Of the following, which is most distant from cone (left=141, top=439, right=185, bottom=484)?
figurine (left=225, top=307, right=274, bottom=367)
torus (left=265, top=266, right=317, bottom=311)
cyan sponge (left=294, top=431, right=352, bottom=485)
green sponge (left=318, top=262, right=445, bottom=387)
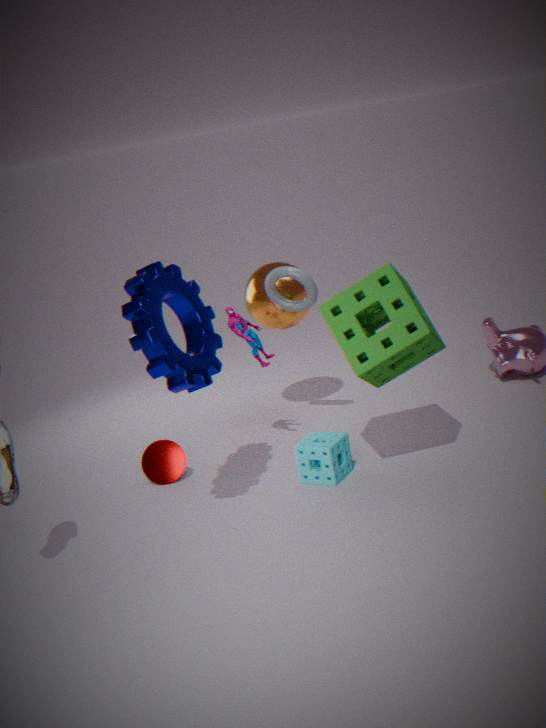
green sponge (left=318, top=262, right=445, bottom=387)
